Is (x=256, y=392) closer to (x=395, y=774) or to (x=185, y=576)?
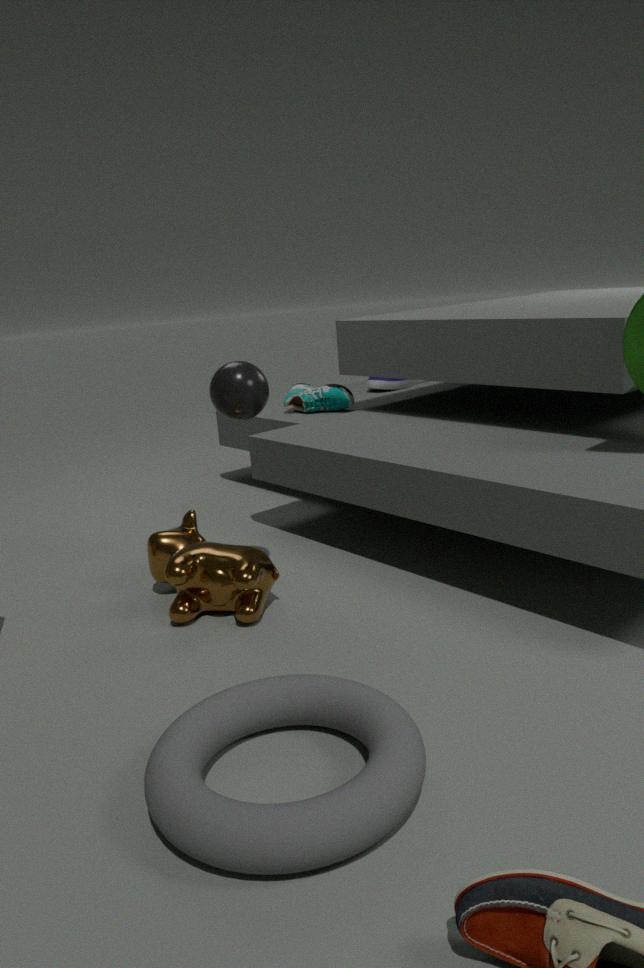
(x=185, y=576)
